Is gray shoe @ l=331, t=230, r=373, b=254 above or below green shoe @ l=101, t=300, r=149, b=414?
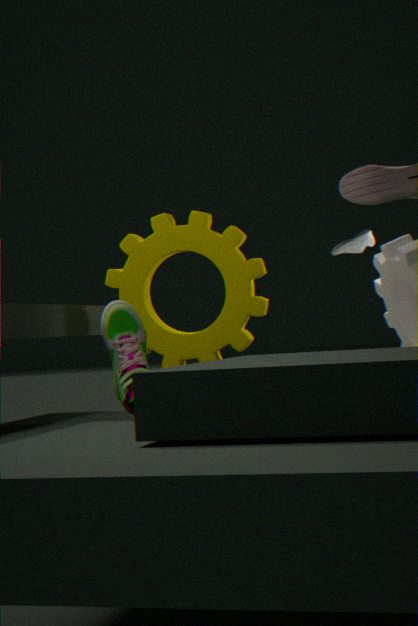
above
